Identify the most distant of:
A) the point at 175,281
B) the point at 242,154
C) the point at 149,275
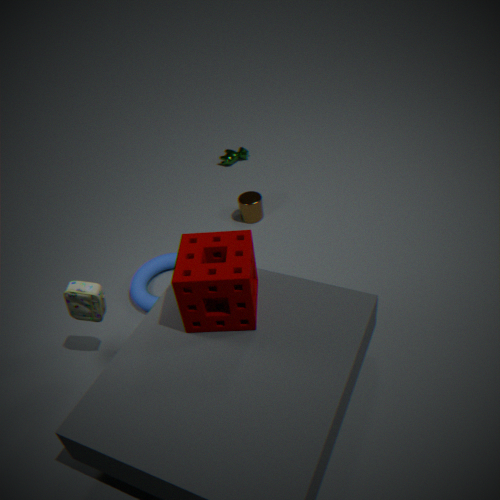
the point at 242,154
